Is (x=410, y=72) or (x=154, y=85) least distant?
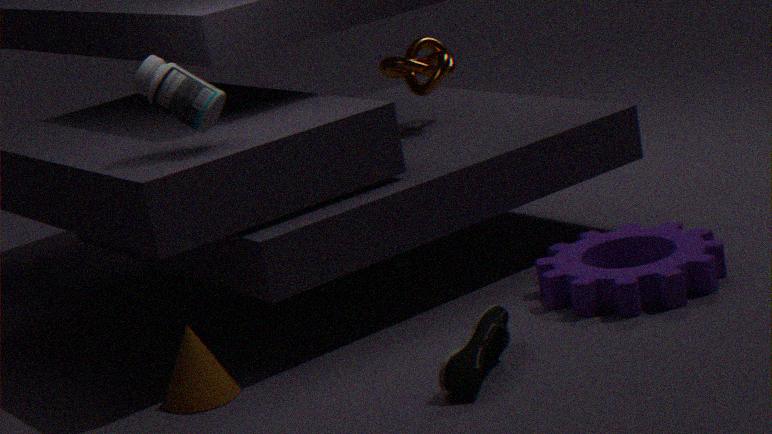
(x=154, y=85)
